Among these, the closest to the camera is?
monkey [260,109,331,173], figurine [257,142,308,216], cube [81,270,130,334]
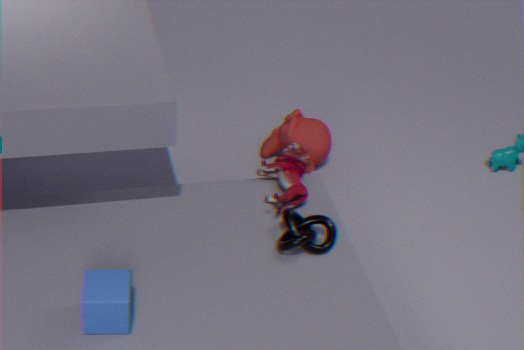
cube [81,270,130,334]
